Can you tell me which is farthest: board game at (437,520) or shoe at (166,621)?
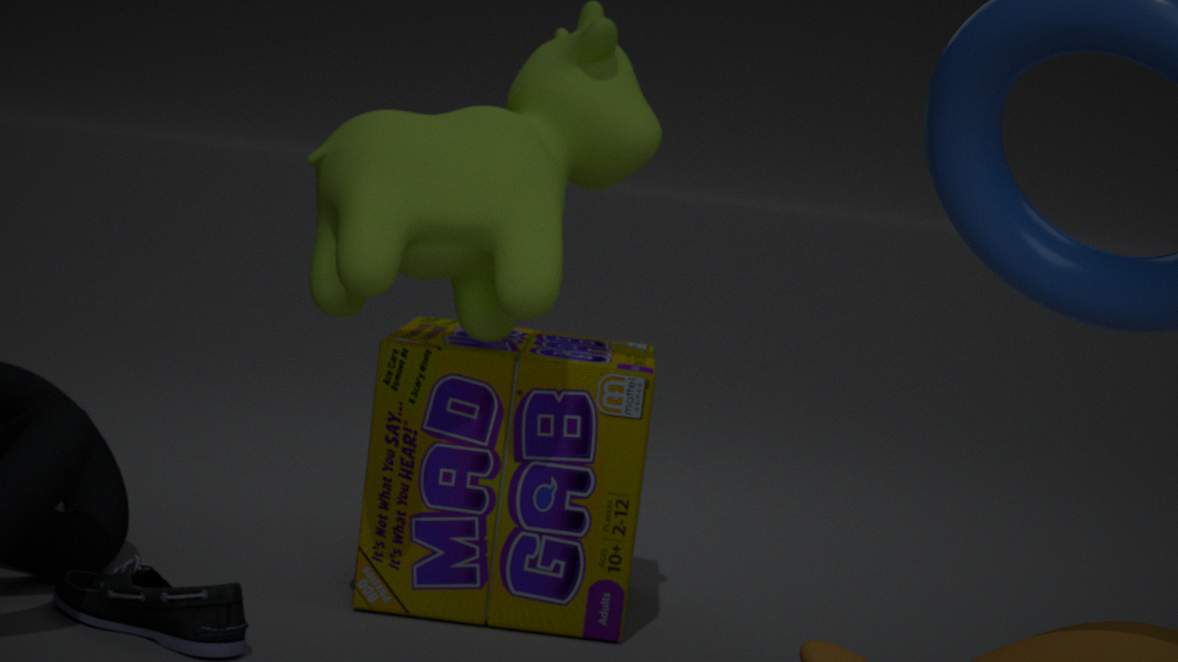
board game at (437,520)
